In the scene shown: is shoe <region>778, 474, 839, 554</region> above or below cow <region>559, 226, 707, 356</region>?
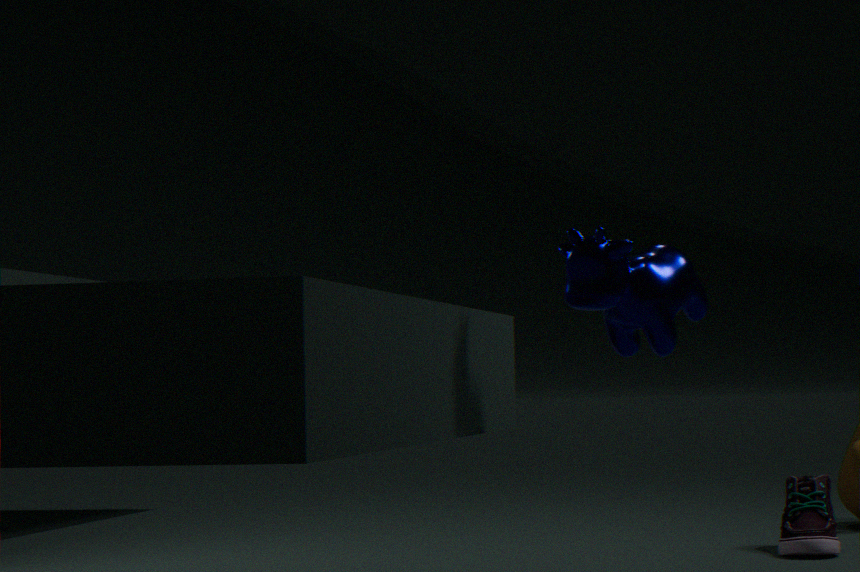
below
